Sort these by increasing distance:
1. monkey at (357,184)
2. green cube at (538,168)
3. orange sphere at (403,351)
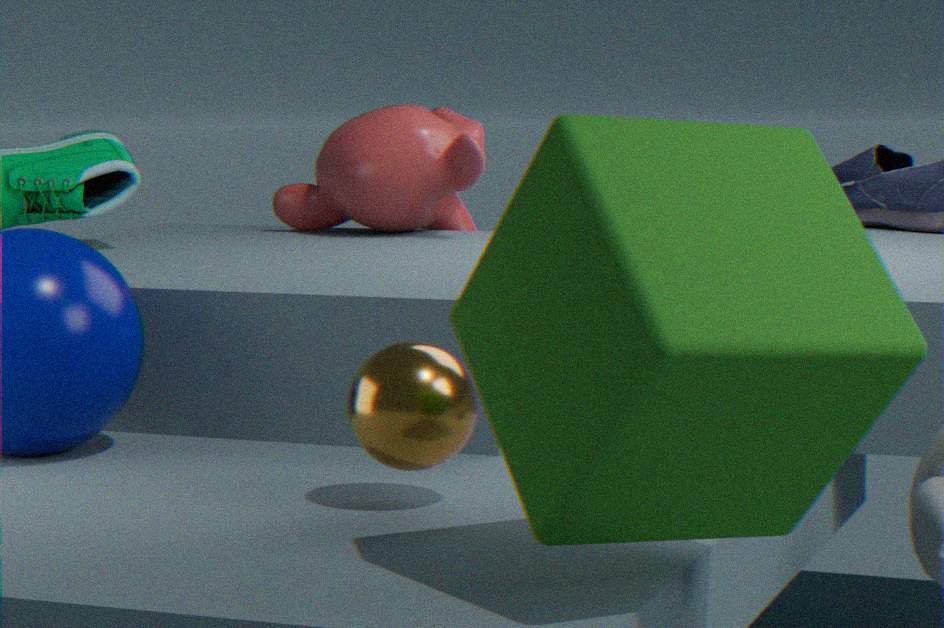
1. green cube at (538,168)
2. orange sphere at (403,351)
3. monkey at (357,184)
